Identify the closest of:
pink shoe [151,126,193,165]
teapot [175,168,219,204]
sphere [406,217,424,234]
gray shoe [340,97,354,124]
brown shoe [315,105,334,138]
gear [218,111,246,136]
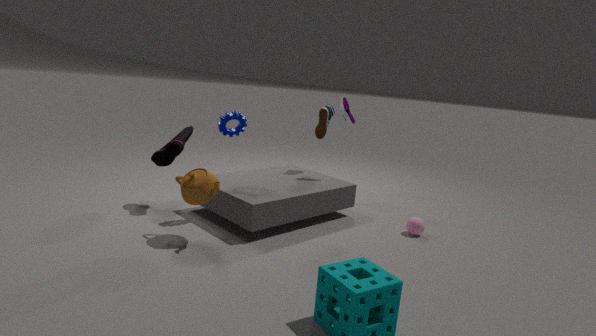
teapot [175,168,219,204]
